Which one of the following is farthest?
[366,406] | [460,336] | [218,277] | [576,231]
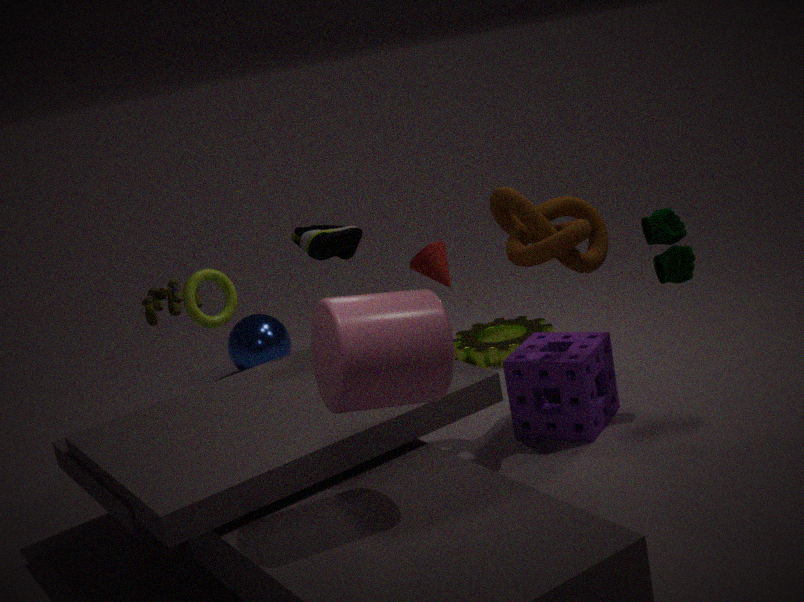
[460,336]
